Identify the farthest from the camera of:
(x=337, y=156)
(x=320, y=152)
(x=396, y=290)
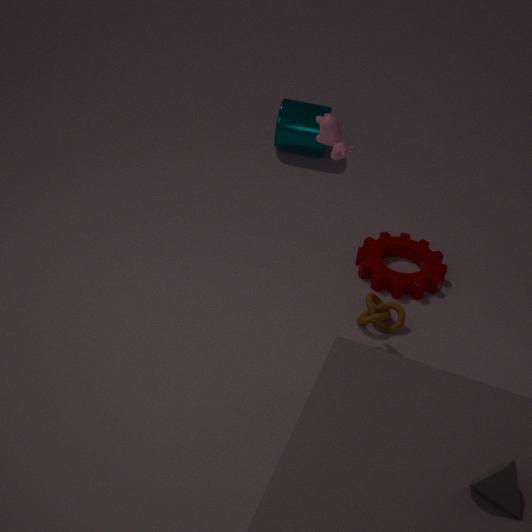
(x=320, y=152)
